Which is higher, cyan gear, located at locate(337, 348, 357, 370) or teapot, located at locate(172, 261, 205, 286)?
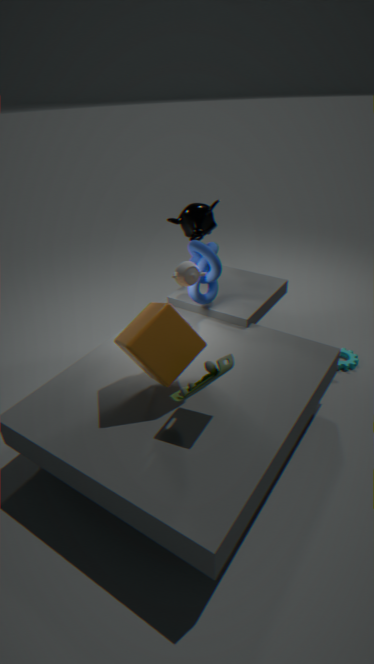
teapot, located at locate(172, 261, 205, 286)
